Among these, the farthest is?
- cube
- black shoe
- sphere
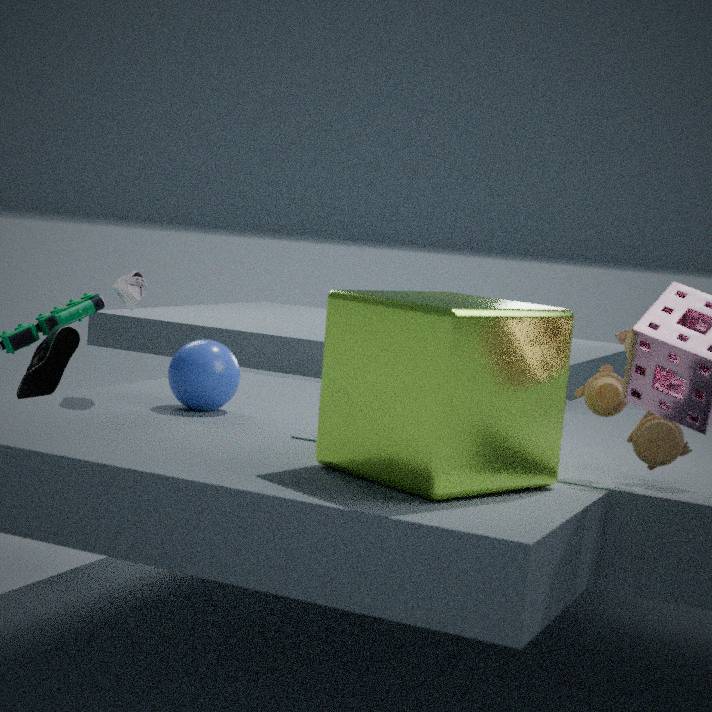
black shoe
